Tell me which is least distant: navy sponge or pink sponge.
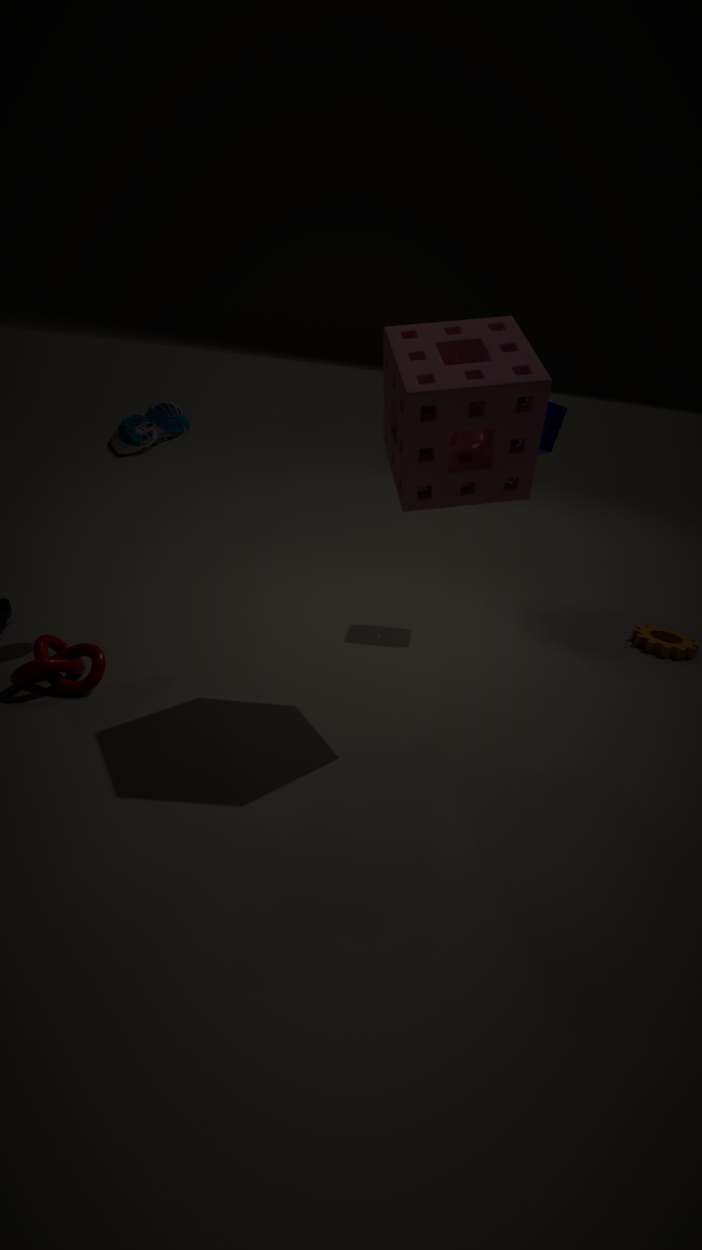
pink sponge
